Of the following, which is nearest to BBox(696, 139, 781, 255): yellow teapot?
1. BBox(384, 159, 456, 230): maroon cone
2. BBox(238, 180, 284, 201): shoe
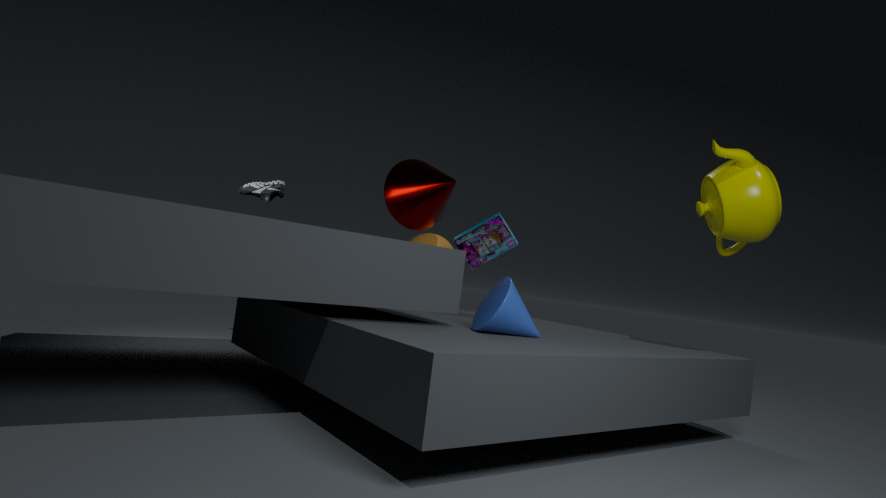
BBox(384, 159, 456, 230): maroon cone
